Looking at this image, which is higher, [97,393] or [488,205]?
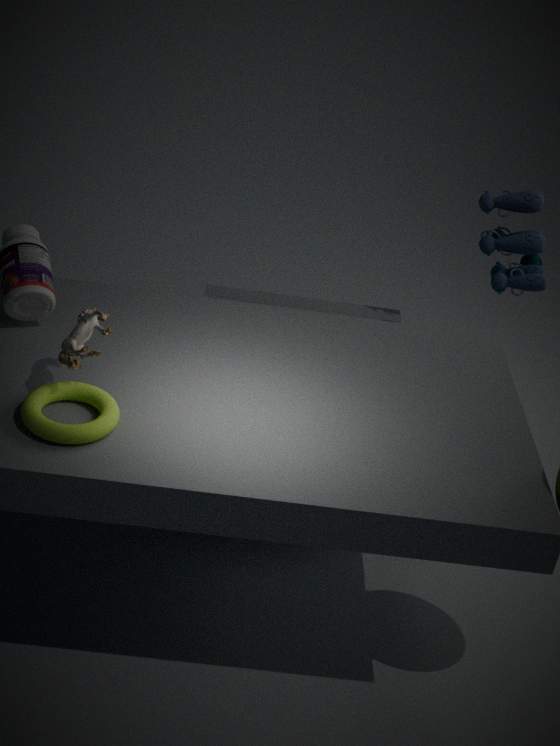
[488,205]
